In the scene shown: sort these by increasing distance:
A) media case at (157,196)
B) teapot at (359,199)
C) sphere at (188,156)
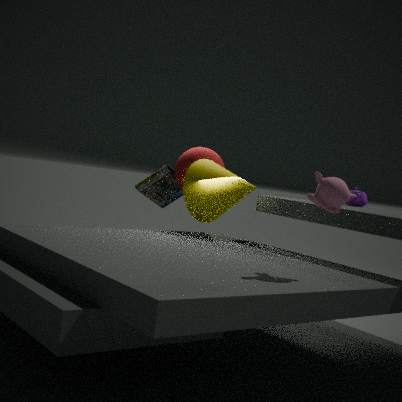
sphere at (188,156), teapot at (359,199), media case at (157,196)
